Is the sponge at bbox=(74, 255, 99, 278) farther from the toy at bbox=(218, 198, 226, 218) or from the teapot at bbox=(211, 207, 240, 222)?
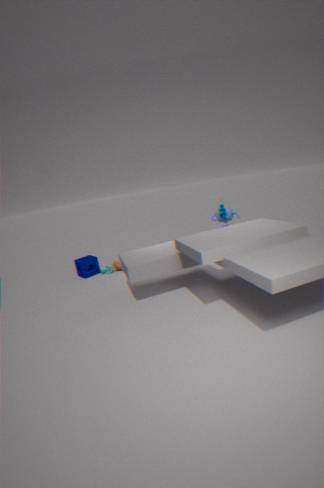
the toy at bbox=(218, 198, 226, 218)
